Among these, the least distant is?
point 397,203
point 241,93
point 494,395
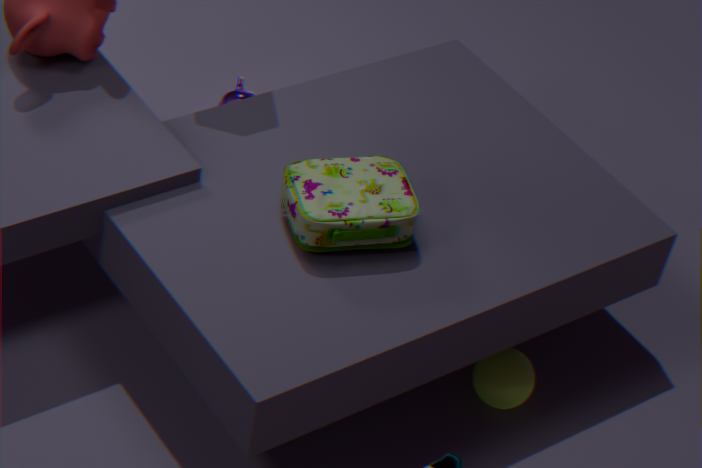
point 397,203
